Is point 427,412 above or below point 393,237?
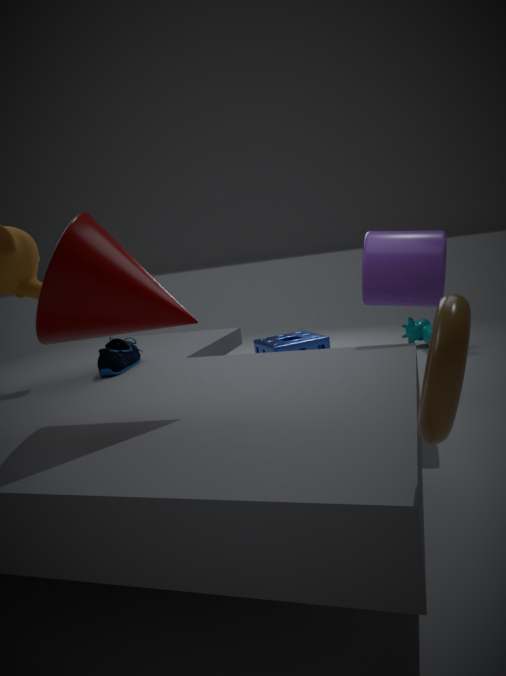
below
